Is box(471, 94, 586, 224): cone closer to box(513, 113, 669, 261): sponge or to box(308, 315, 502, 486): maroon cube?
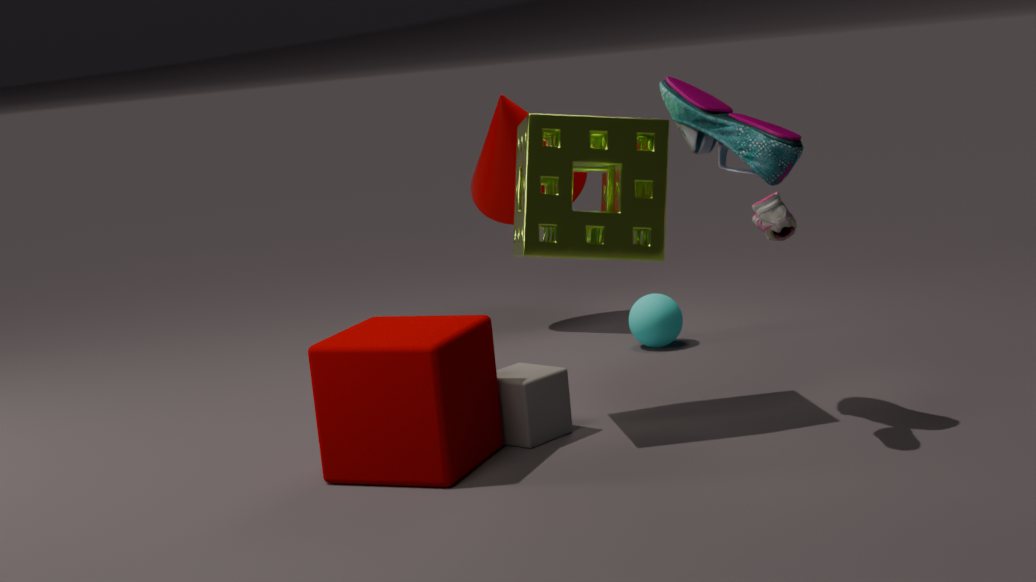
box(513, 113, 669, 261): sponge
